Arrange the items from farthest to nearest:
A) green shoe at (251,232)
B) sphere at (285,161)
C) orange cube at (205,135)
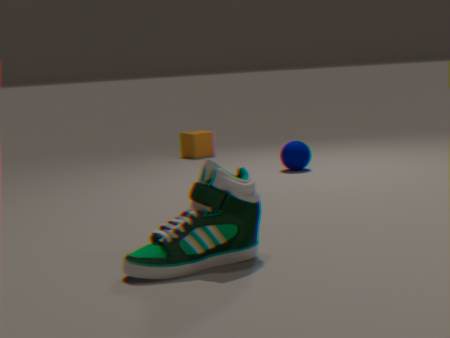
orange cube at (205,135), sphere at (285,161), green shoe at (251,232)
